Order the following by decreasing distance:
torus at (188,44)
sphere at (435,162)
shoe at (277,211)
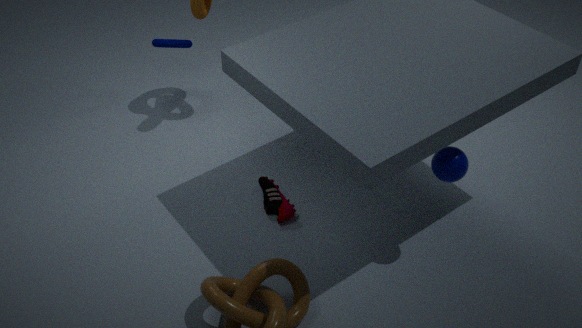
torus at (188,44), shoe at (277,211), sphere at (435,162)
